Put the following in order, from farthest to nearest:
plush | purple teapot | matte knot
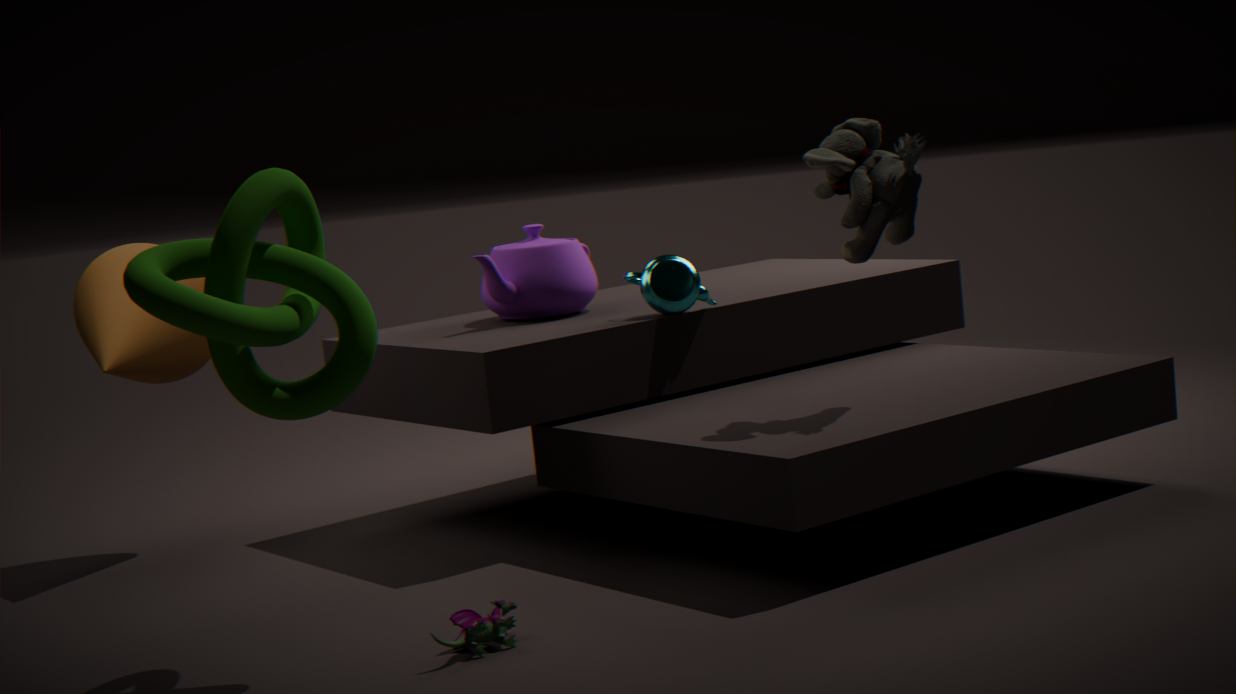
purple teapot < plush < matte knot
